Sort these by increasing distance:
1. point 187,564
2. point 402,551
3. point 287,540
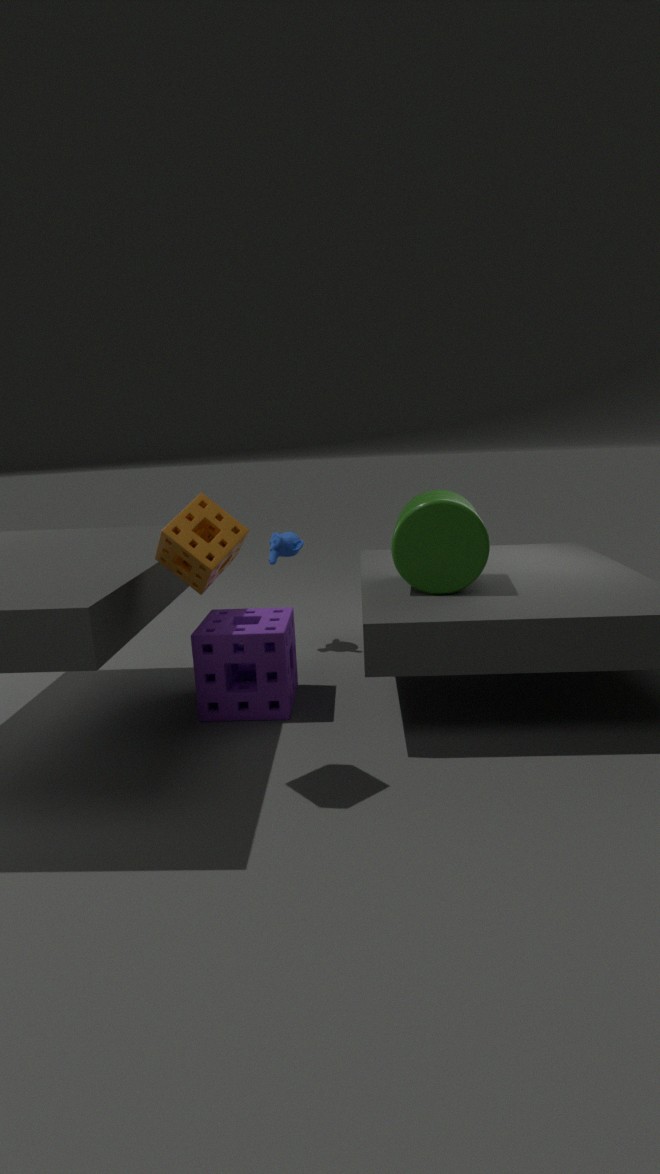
point 187,564 → point 402,551 → point 287,540
